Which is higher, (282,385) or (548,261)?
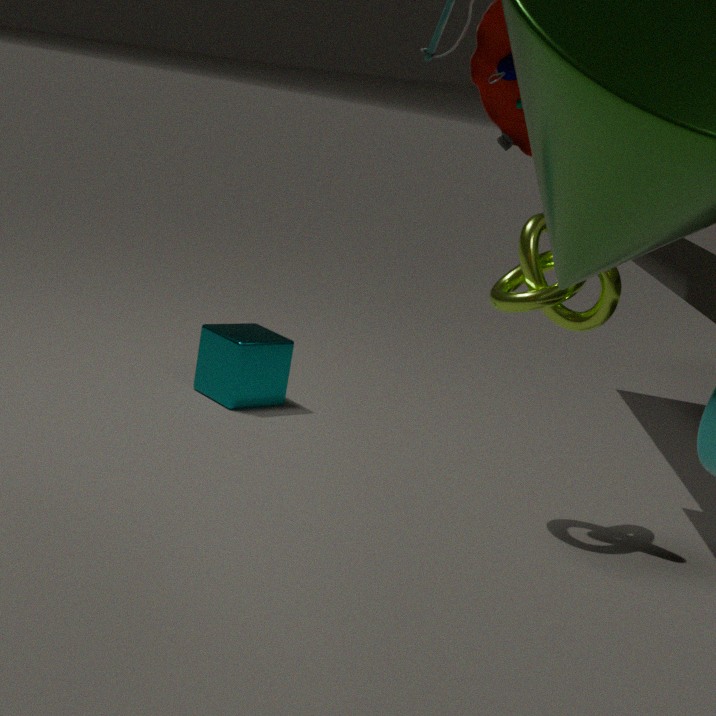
(548,261)
